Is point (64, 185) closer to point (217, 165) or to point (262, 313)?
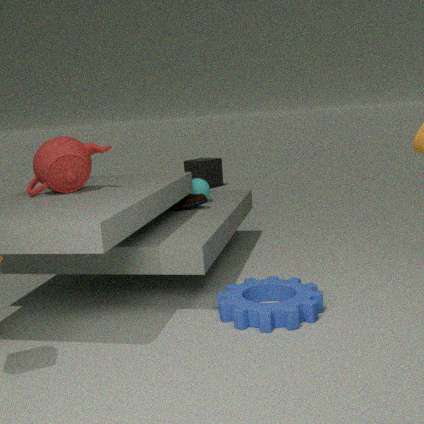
point (262, 313)
